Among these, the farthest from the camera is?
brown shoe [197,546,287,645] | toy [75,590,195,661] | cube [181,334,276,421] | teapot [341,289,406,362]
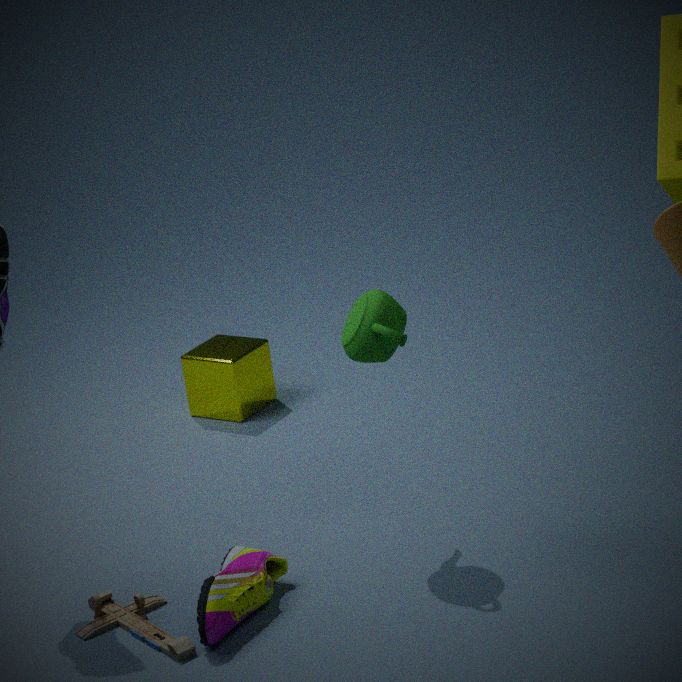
cube [181,334,276,421]
